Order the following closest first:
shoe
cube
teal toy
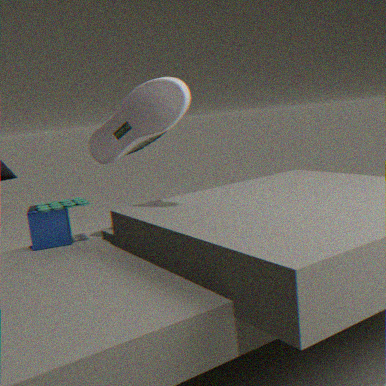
shoe, teal toy, cube
